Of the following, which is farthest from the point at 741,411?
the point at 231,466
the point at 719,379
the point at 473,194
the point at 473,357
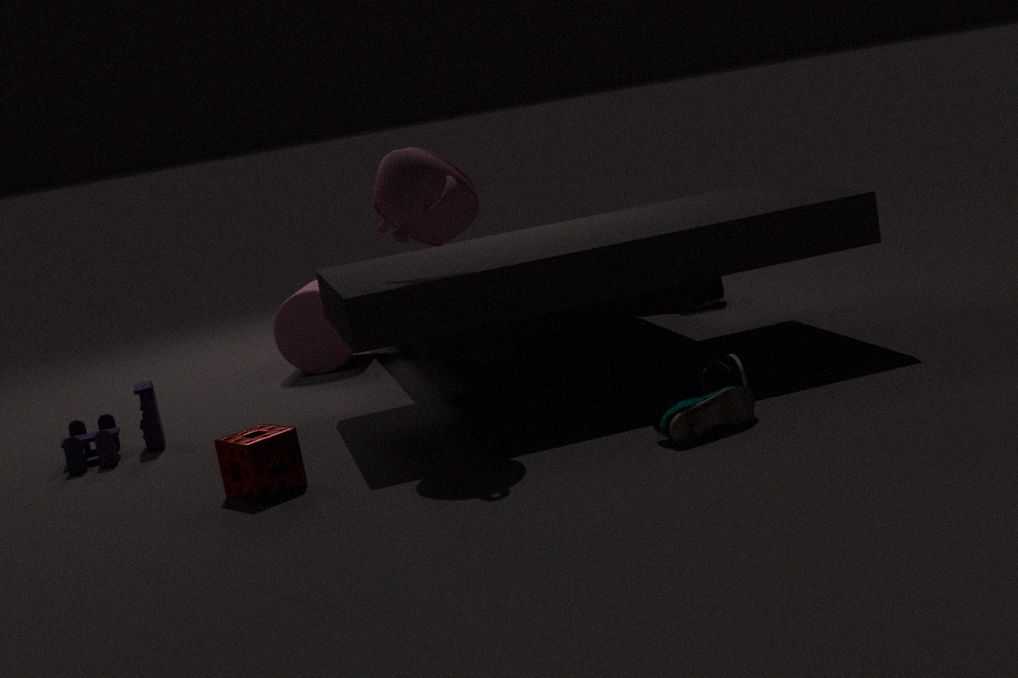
the point at 473,357
